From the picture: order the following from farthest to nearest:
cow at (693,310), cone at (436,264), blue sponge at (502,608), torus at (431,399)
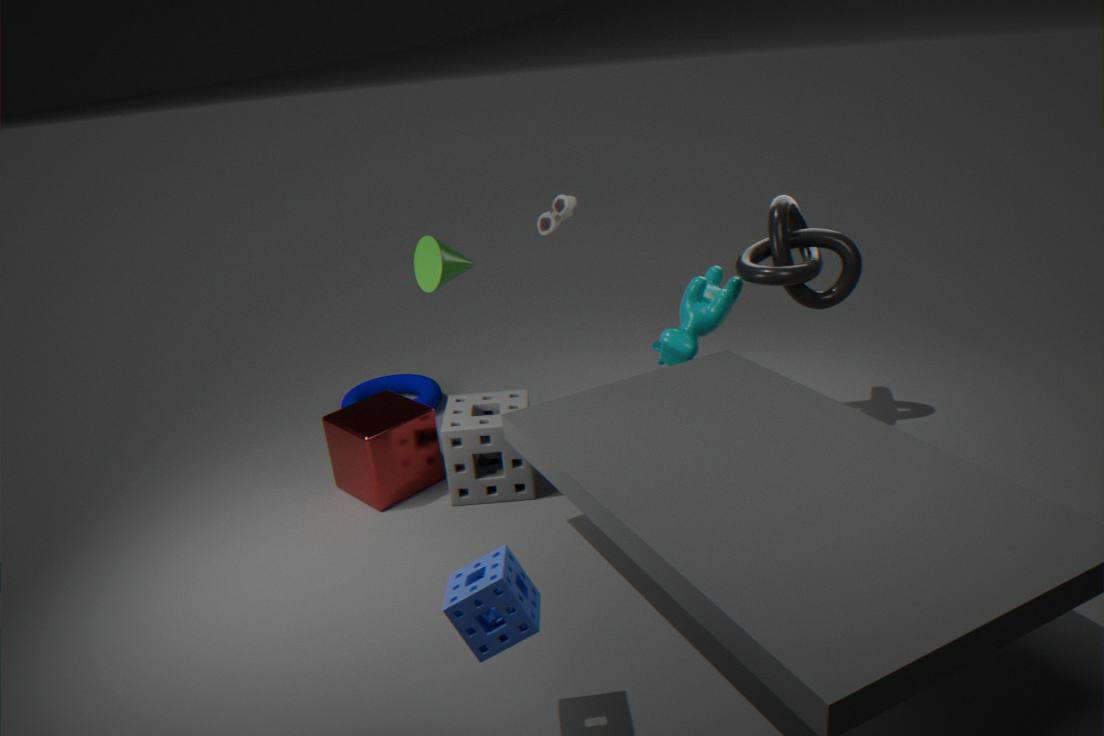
1. torus at (431,399)
2. cow at (693,310)
3. cone at (436,264)
4. blue sponge at (502,608)
